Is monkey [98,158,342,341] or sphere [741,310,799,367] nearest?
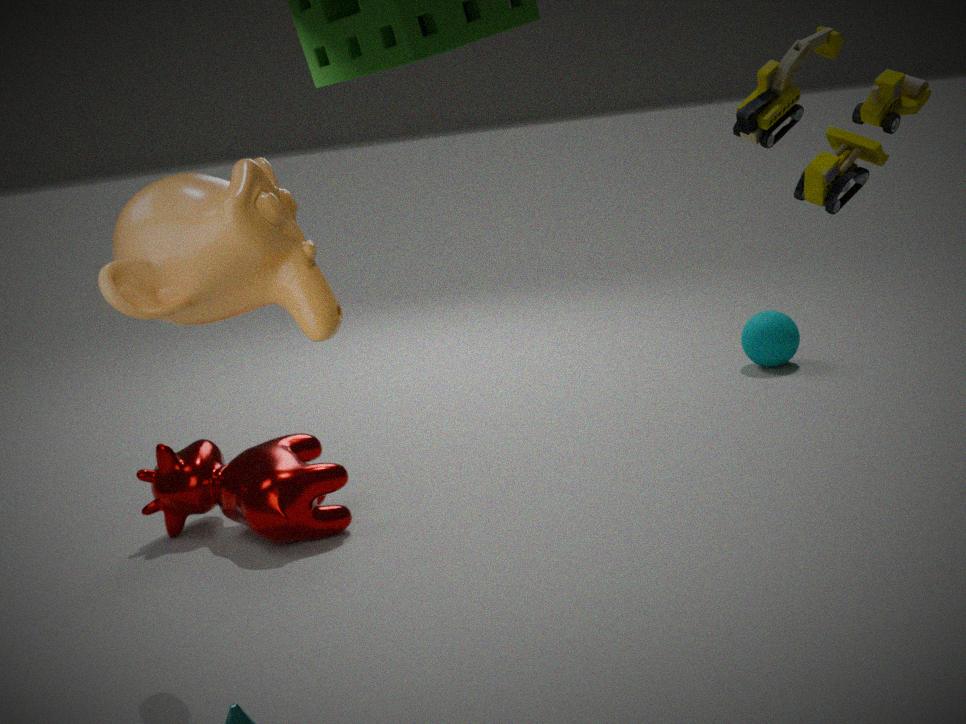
monkey [98,158,342,341]
